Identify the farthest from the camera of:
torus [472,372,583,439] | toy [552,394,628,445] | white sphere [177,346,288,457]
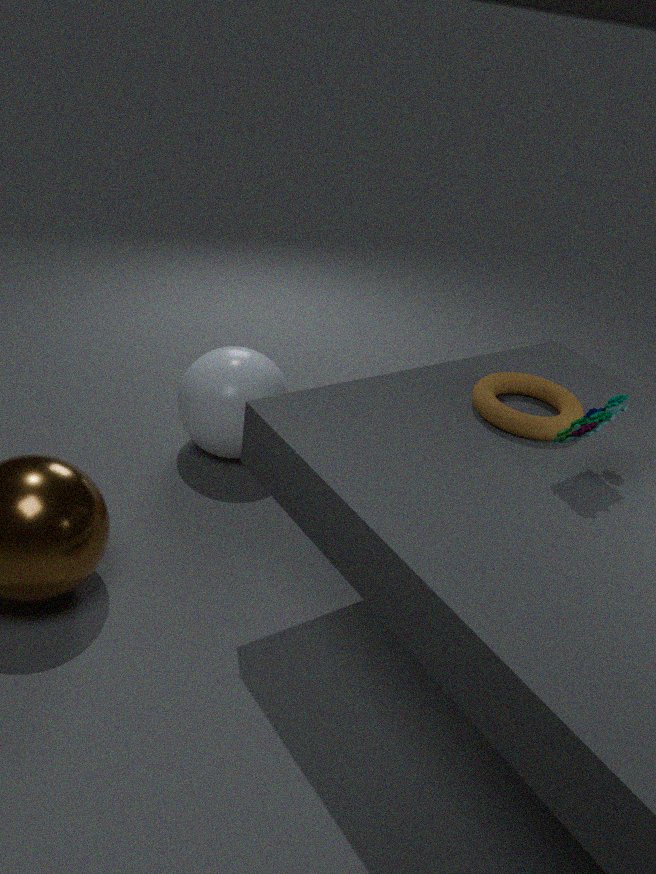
white sphere [177,346,288,457]
